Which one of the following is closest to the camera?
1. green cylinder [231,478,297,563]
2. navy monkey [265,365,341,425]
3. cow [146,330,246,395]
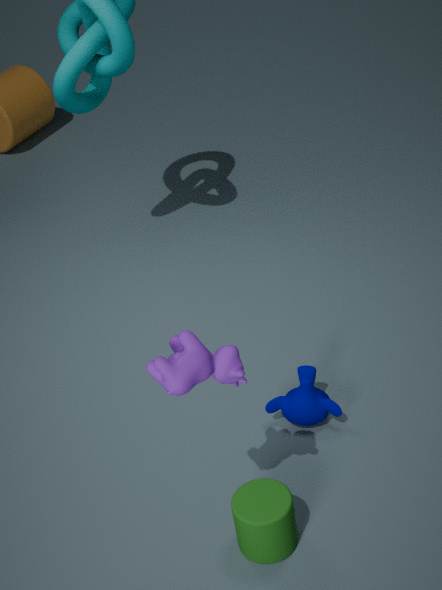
cow [146,330,246,395]
